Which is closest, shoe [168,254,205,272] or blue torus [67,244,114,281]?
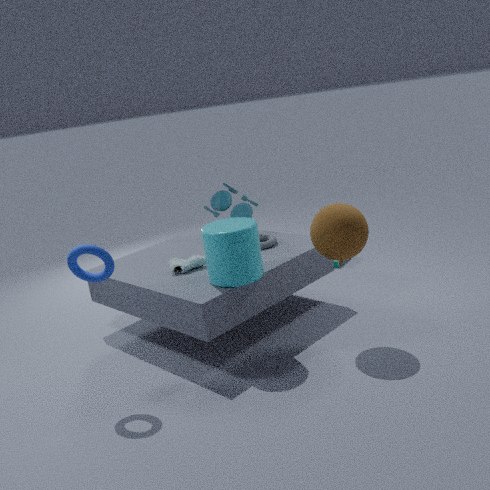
blue torus [67,244,114,281]
